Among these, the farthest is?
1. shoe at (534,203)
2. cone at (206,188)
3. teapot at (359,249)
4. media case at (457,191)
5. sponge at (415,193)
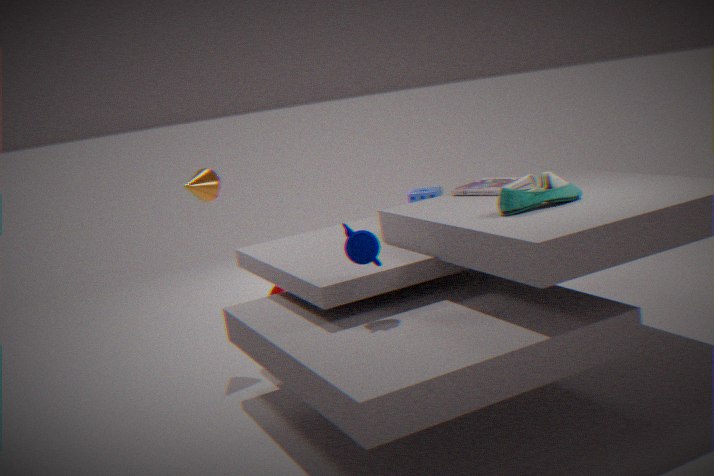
cone at (206,188)
